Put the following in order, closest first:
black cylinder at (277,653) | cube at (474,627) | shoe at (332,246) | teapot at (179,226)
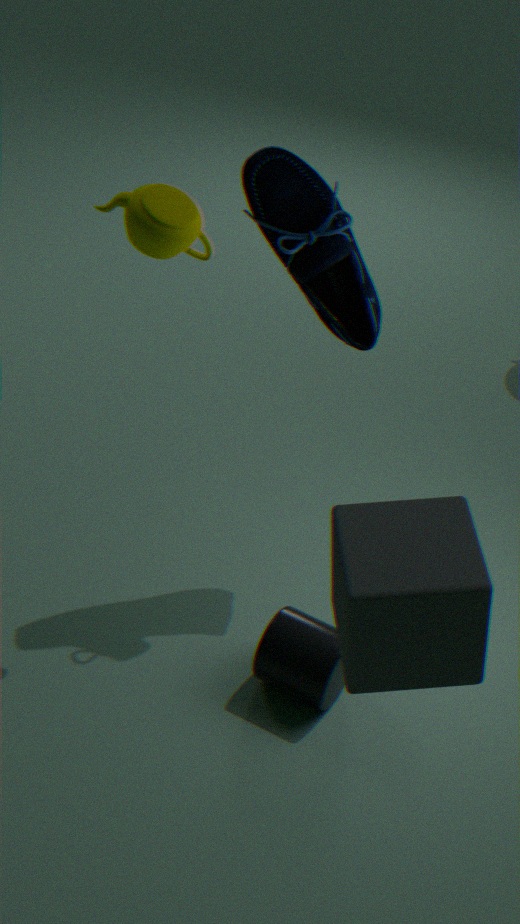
cube at (474,627)
teapot at (179,226)
shoe at (332,246)
black cylinder at (277,653)
